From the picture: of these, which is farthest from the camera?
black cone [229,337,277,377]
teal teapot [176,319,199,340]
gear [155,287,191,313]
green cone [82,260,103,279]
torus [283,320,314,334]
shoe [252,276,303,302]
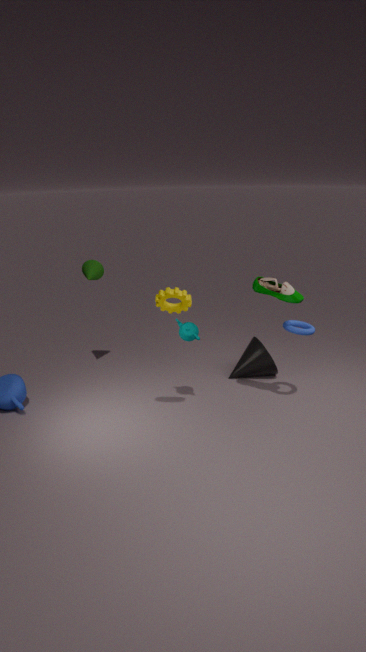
black cone [229,337,277,377]
